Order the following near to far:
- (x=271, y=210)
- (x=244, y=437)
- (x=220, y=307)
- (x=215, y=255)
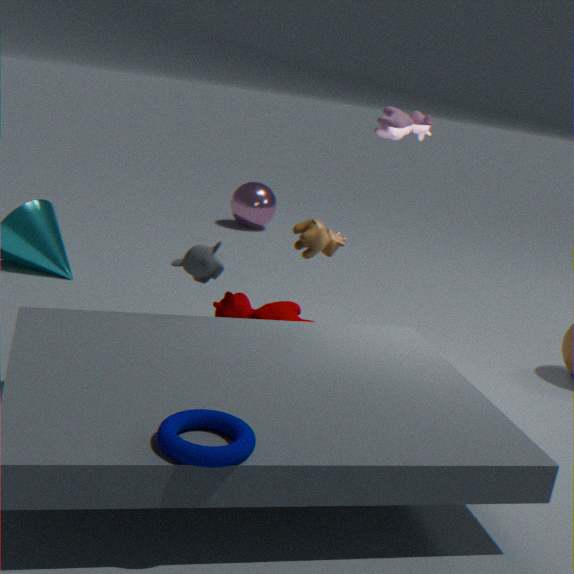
(x=244, y=437), (x=215, y=255), (x=220, y=307), (x=271, y=210)
